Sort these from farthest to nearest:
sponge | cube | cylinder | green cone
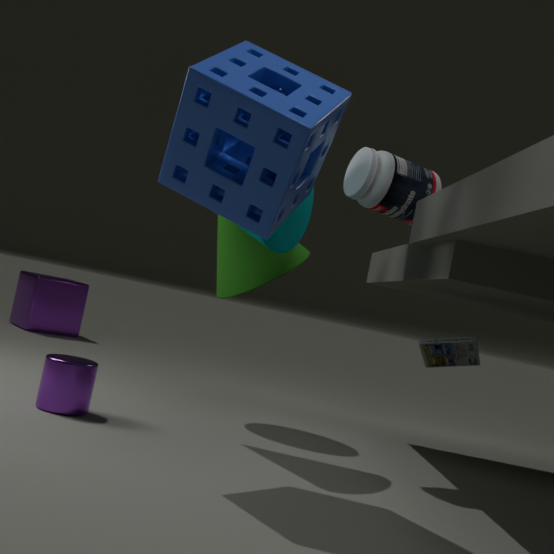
1. cube
2. green cone
3. cylinder
4. sponge
